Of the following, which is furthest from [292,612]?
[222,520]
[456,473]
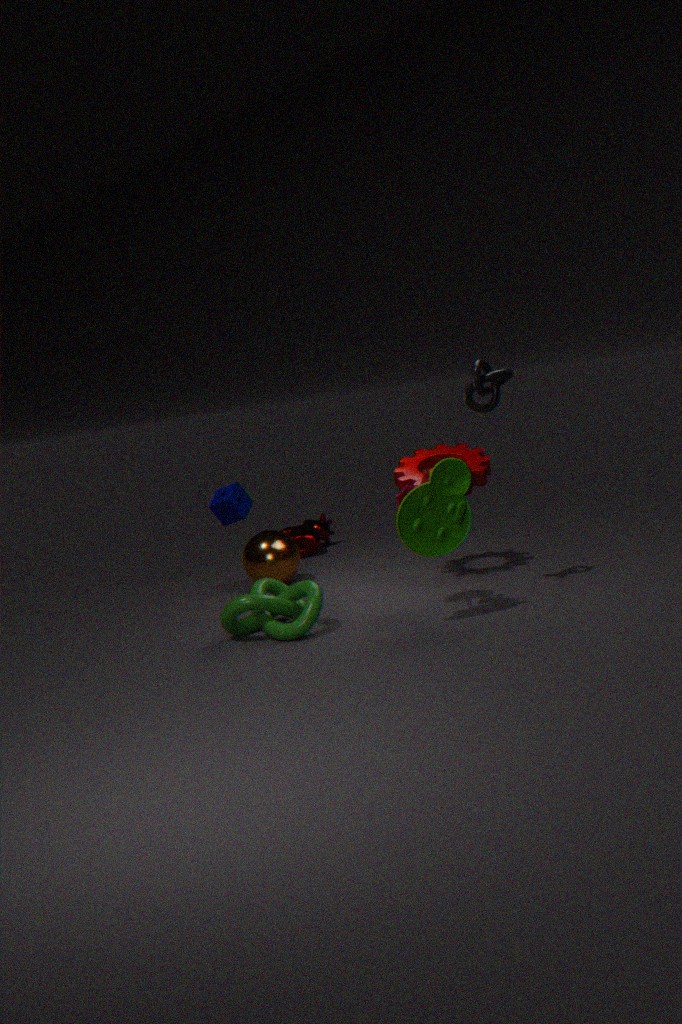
[222,520]
